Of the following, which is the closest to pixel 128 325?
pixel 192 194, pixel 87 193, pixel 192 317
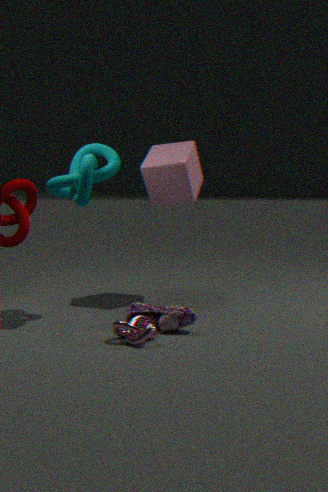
pixel 192 317
